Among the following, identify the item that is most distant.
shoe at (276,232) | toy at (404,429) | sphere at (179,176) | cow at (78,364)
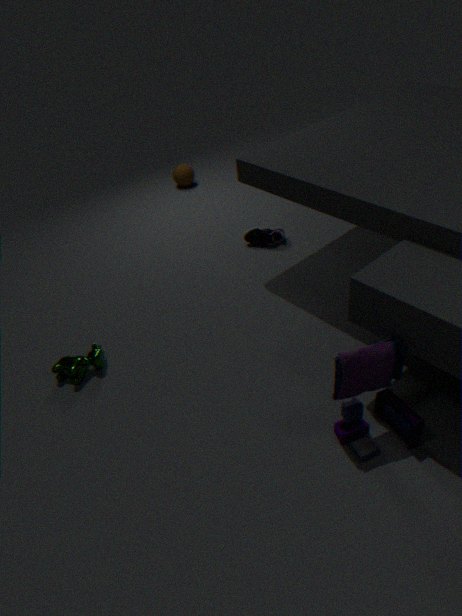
sphere at (179,176)
